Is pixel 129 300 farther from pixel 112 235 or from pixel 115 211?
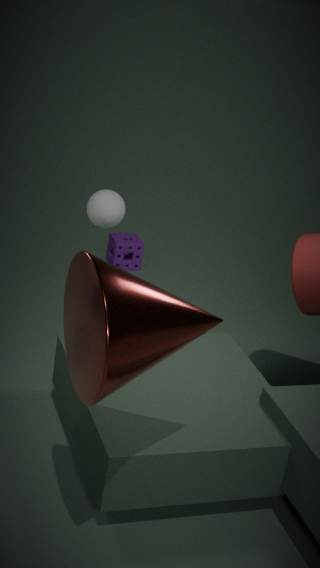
pixel 112 235
